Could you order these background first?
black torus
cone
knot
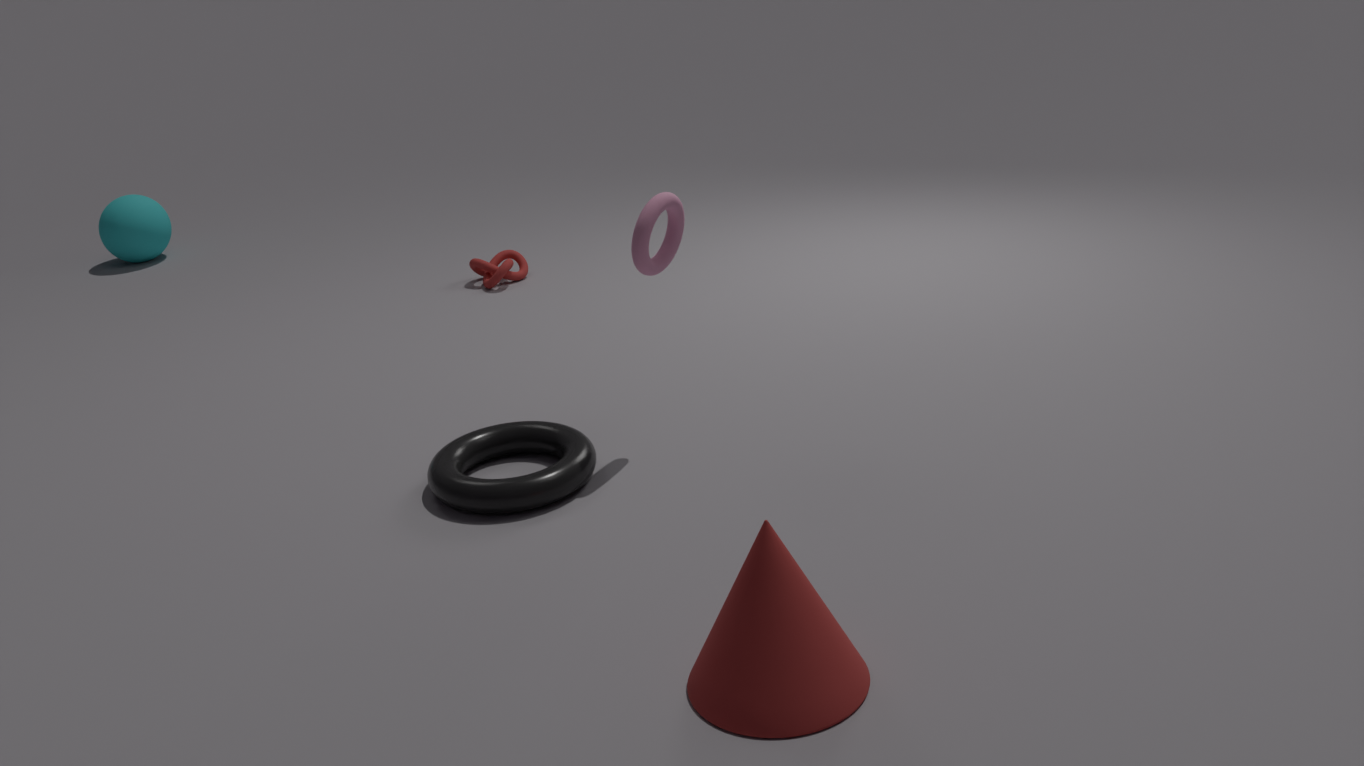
knot < black torus < cone
